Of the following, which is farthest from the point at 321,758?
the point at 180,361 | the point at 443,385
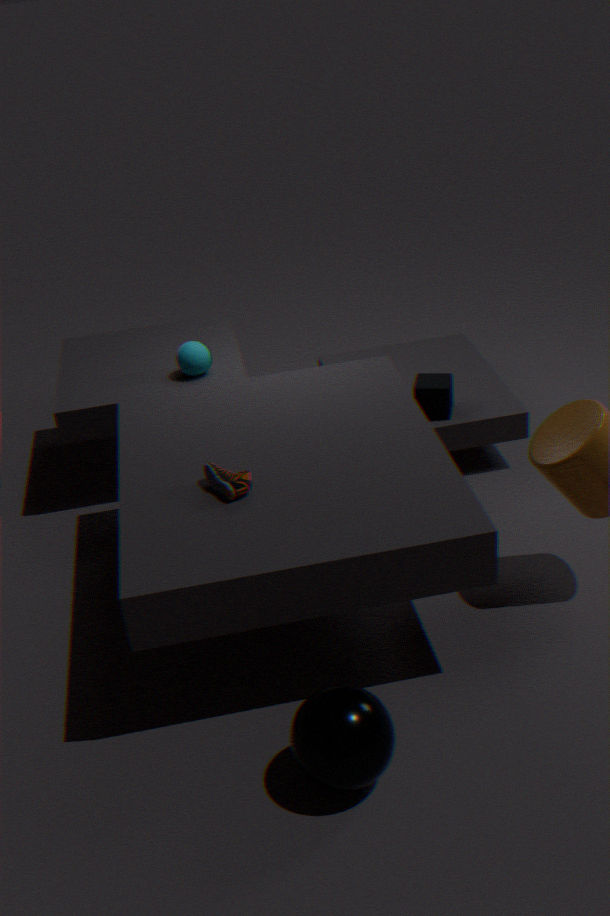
the point at 180,361
